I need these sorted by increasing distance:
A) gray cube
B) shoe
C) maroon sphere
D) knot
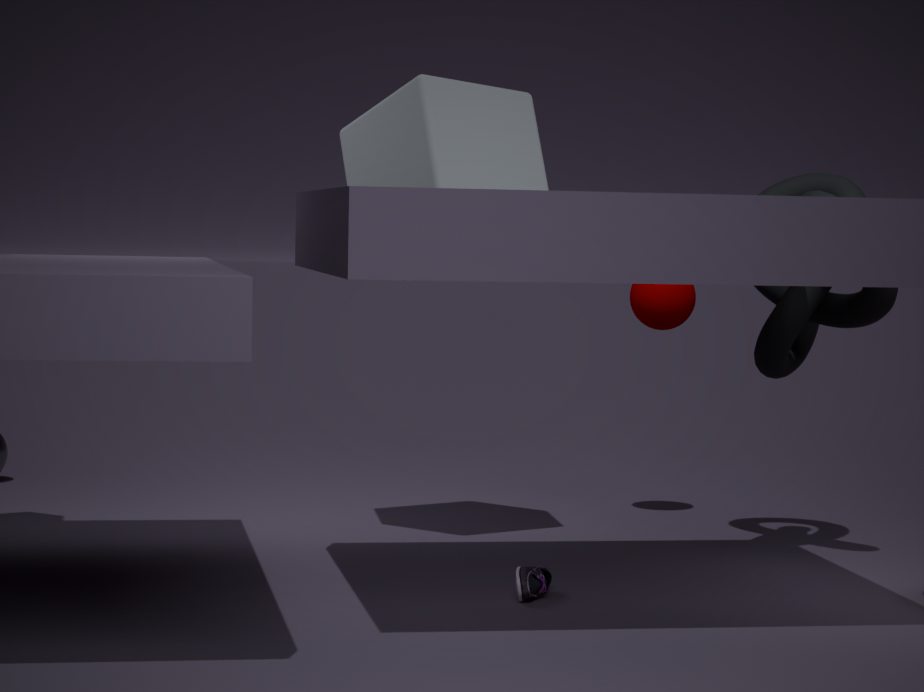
shoe
knot
gray cube
maroon sphere
